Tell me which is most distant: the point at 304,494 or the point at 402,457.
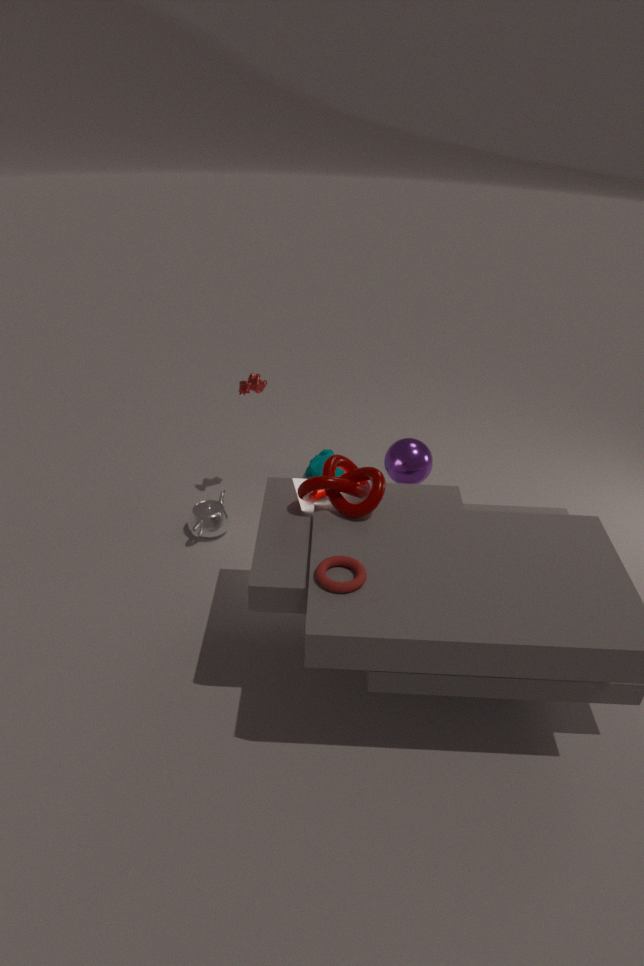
the point at 402,457
